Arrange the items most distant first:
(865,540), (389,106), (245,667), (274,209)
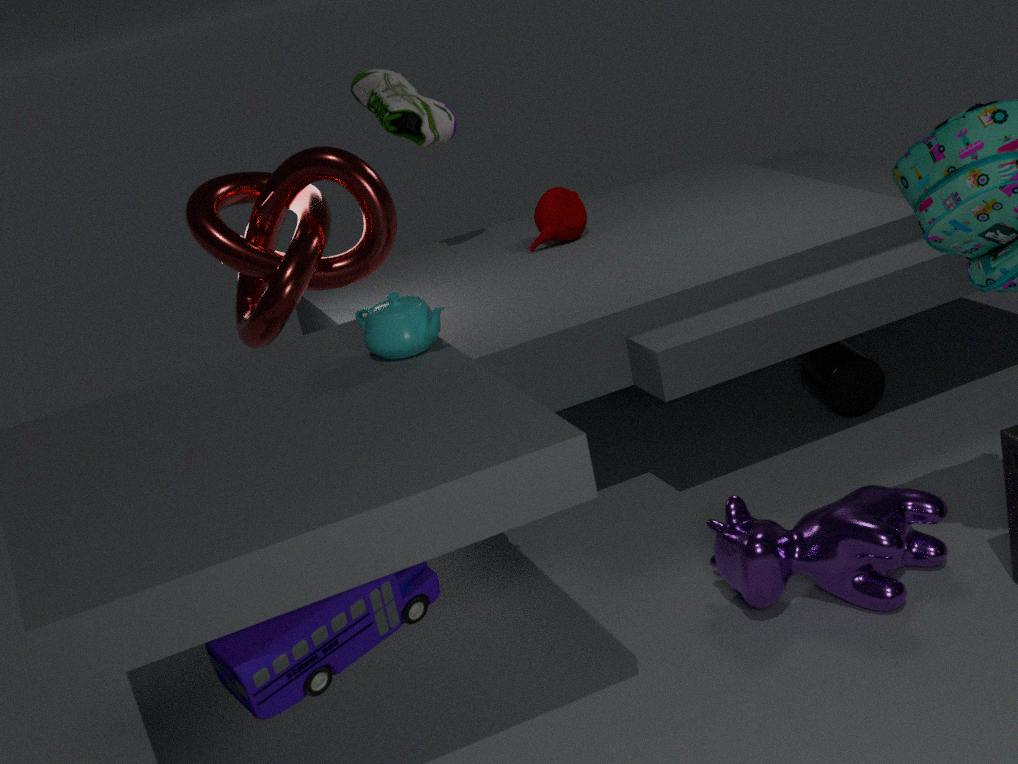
(389,106) → (274,209) → (865,540) → (245,667)
